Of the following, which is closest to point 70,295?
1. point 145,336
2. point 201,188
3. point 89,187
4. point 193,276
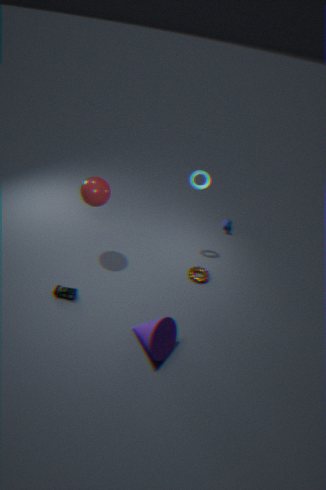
point 145,336
